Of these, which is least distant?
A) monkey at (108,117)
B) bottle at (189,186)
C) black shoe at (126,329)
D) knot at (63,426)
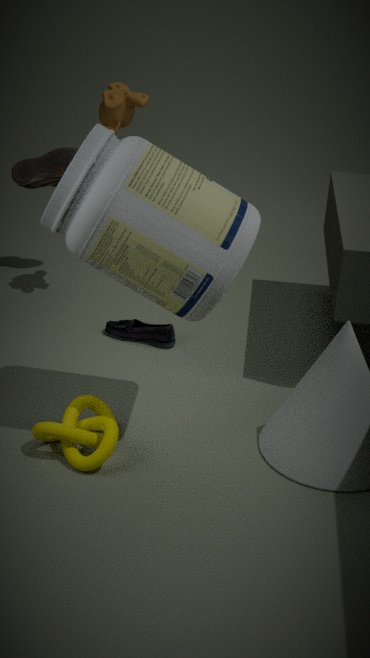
bottle at (189,186)
